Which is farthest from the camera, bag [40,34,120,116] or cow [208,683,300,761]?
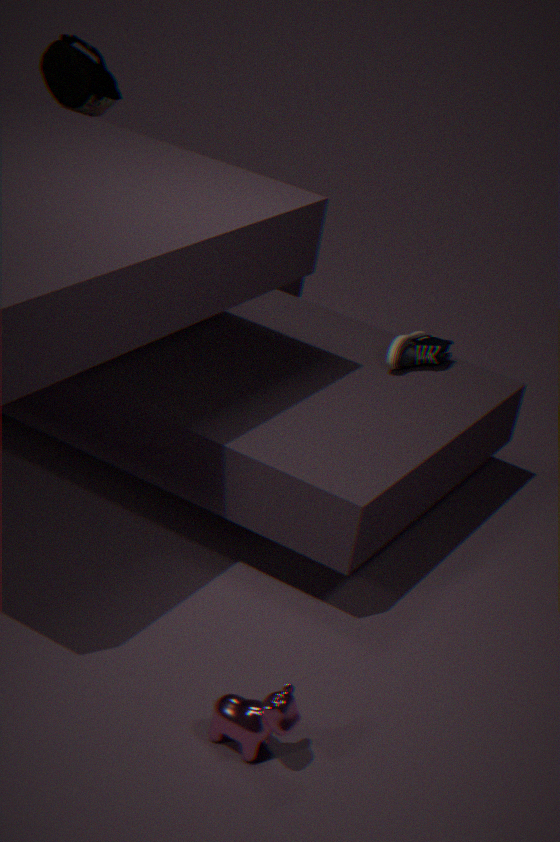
bag [40,34,120,116]
